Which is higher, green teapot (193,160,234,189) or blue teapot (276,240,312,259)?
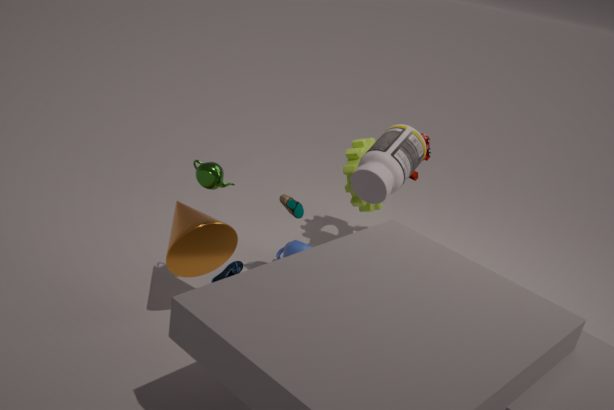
green teapot (193,160,234,189)
